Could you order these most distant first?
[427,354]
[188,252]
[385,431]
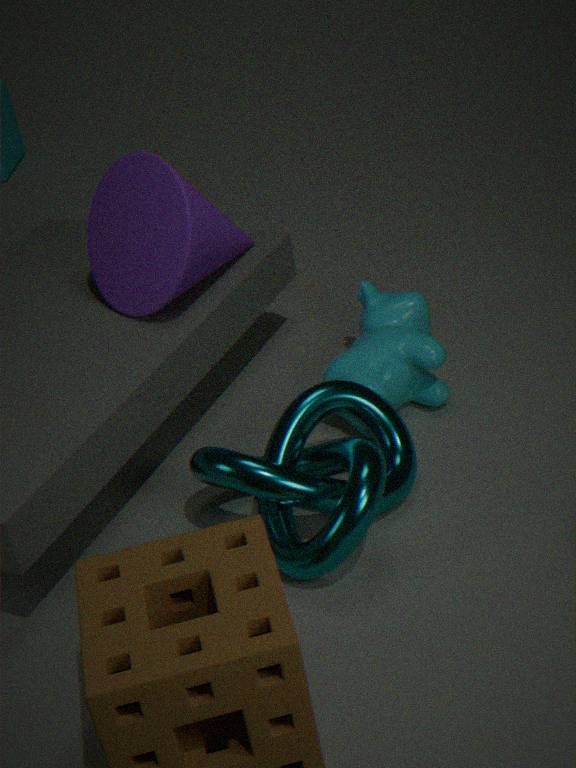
[427,354] < [188,252] < [385,431]
